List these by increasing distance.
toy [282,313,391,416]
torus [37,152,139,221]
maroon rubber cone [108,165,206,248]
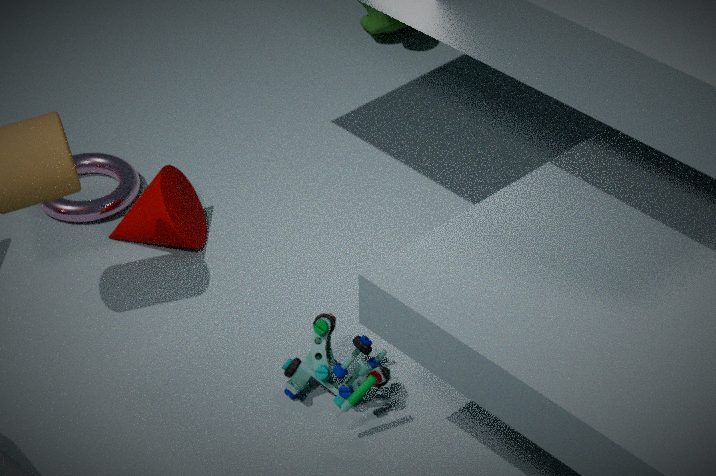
1. toy [282,313,391,416]
2. maroon rubber cone [108,165,206,248]
3. torus [37,152,139,221]
